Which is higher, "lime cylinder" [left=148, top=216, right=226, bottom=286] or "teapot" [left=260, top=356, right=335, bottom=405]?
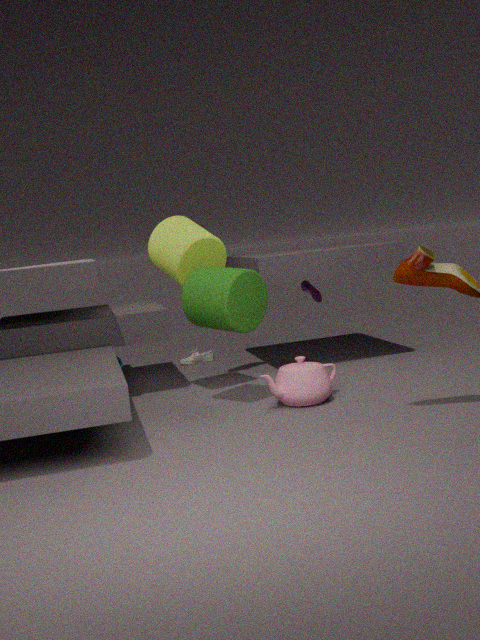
"lime cylinder" [left=148, top=216, right=226, bottom=286]
